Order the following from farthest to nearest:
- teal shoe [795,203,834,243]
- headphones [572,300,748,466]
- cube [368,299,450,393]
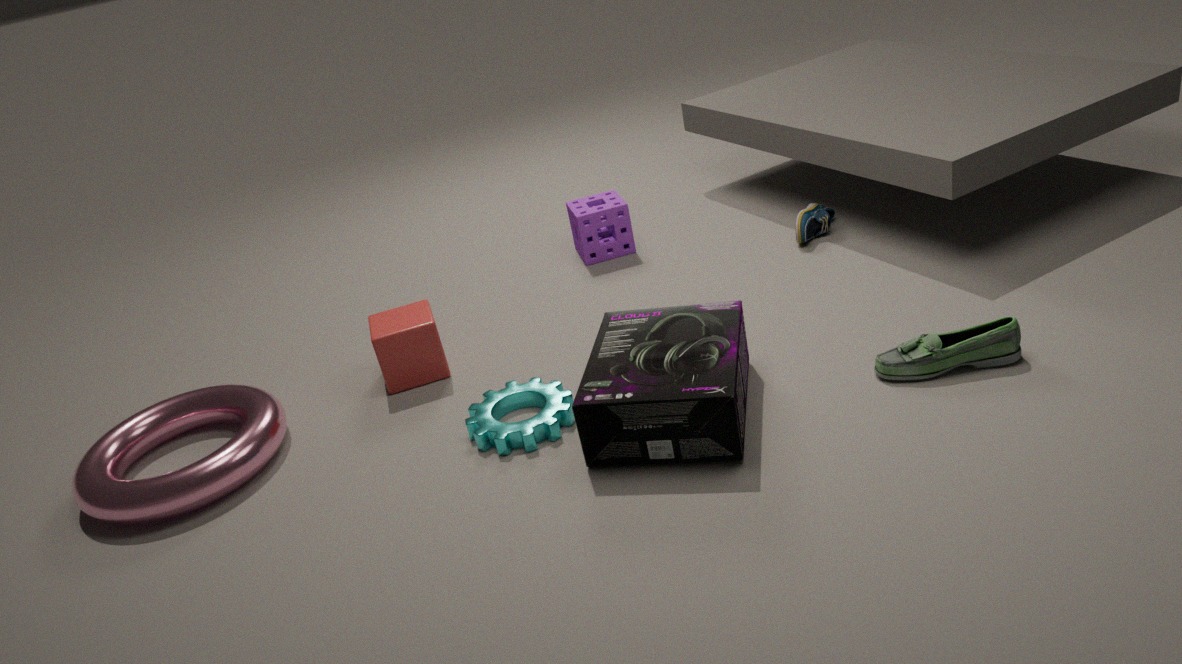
teal shoe [795,203,834,243], cube [368,299,450,393], headphones [572,300,748,466]
